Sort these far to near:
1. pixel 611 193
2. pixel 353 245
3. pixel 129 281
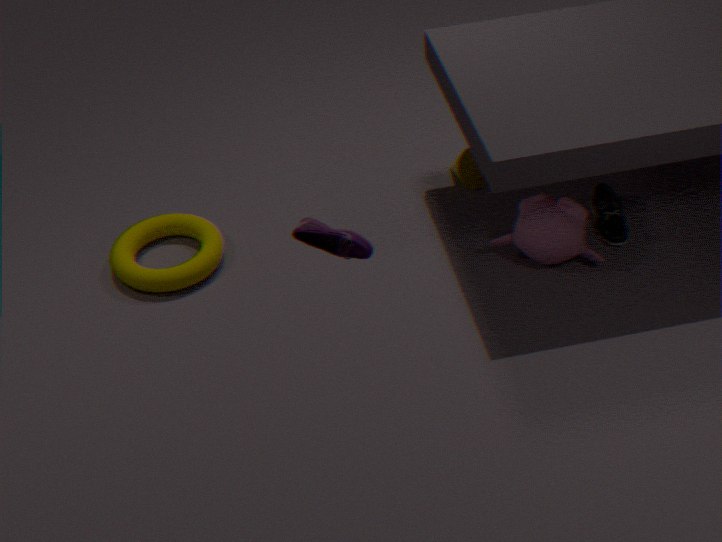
pixel 611 193 < pixel 129 281 < pixel 353 245
